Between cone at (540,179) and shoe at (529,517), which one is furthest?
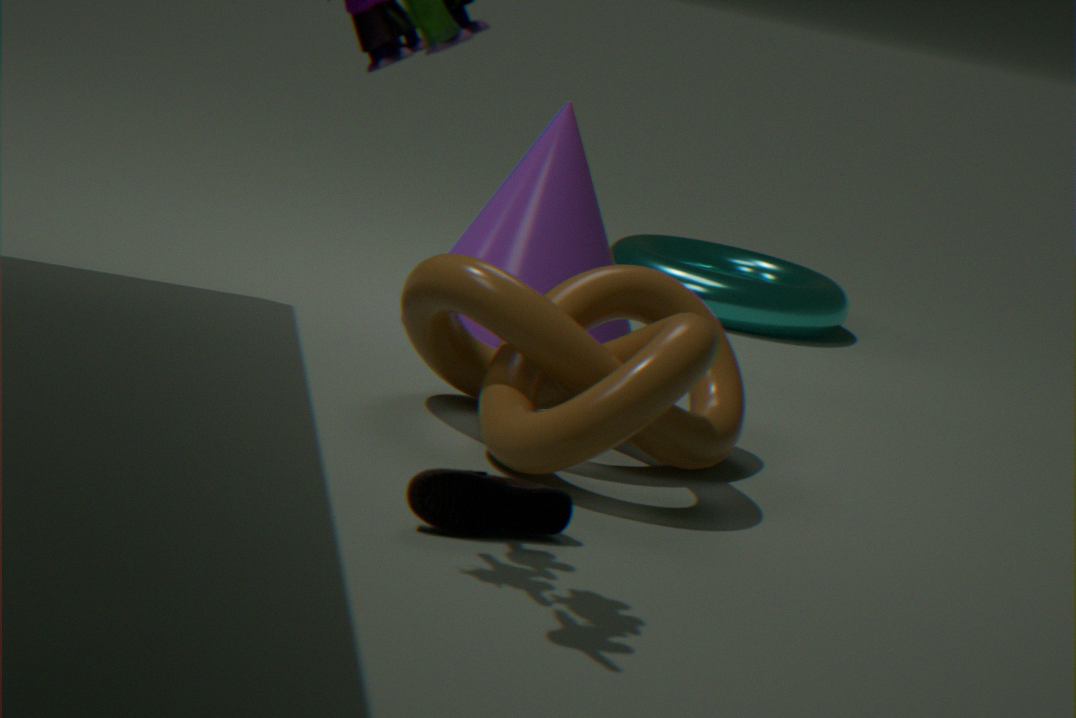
cone at (540,179)
